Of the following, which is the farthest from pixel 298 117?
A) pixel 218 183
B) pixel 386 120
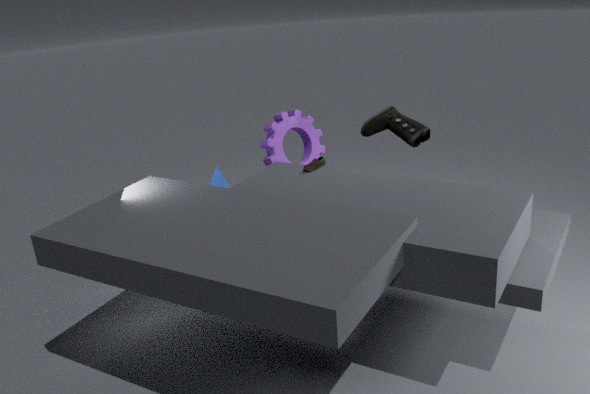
pixel 386 120
